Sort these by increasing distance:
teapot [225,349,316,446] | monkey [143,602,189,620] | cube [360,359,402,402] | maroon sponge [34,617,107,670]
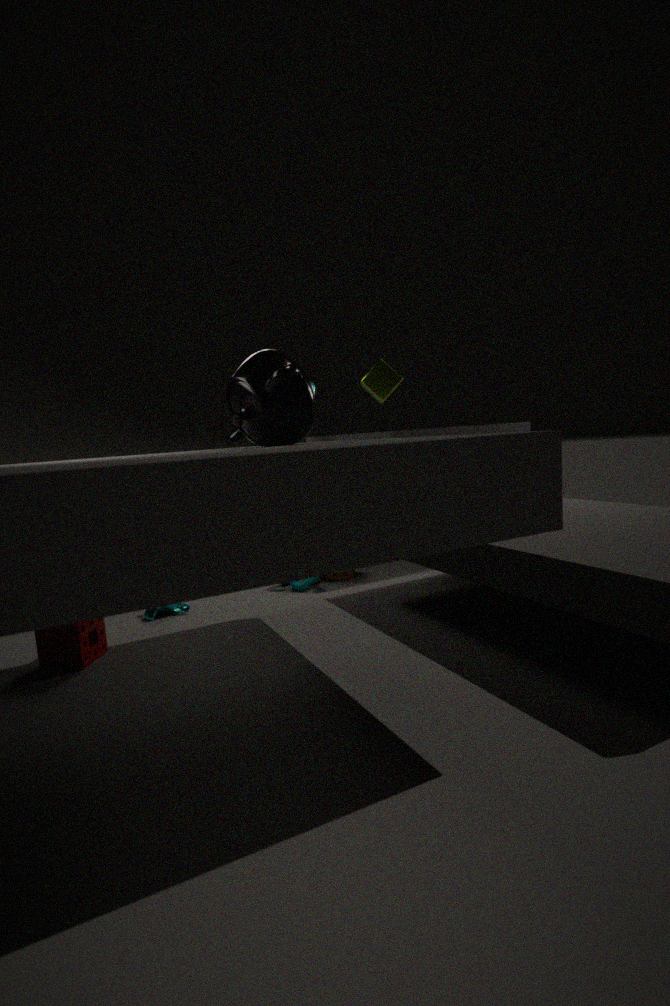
teapot [225,349,316,446], maroon sponge [34,617,107,670], monkey [143,602,189,620], cube [360,359,402,402]
